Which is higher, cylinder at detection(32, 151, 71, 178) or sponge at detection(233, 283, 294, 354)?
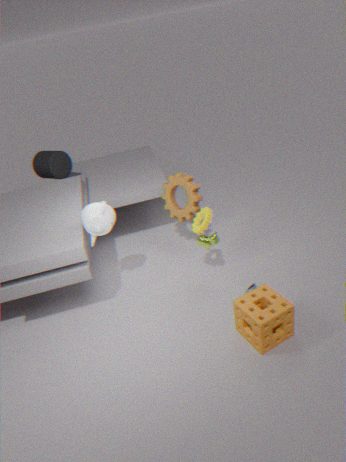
cylinder at detection(32, 151, 71, 178)
